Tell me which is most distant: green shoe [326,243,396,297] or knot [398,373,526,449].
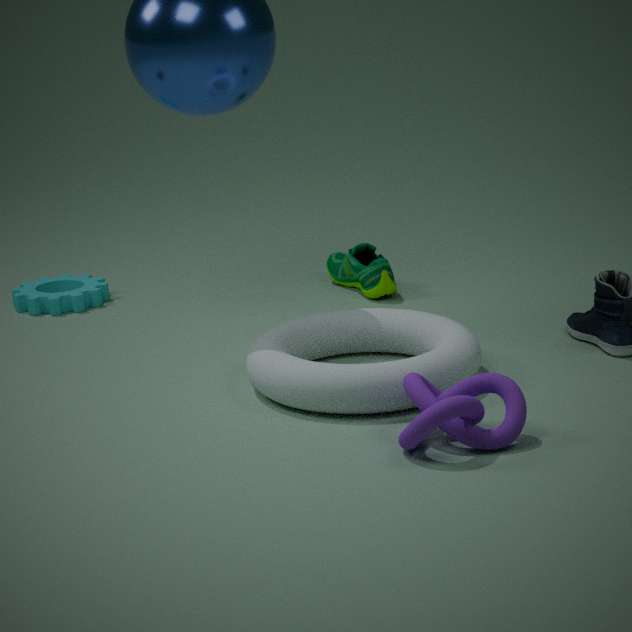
green shoe [326,243,396,297]
